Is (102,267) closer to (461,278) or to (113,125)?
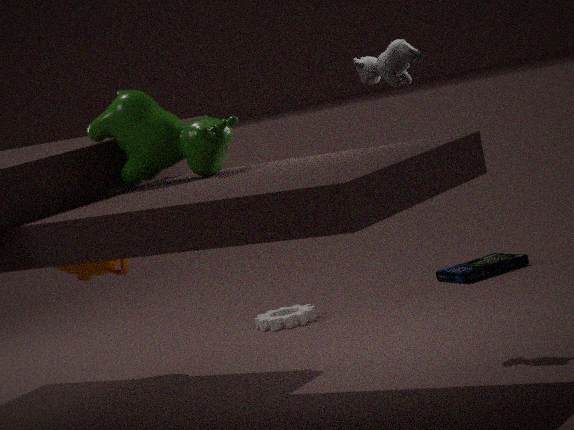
(113,125)
